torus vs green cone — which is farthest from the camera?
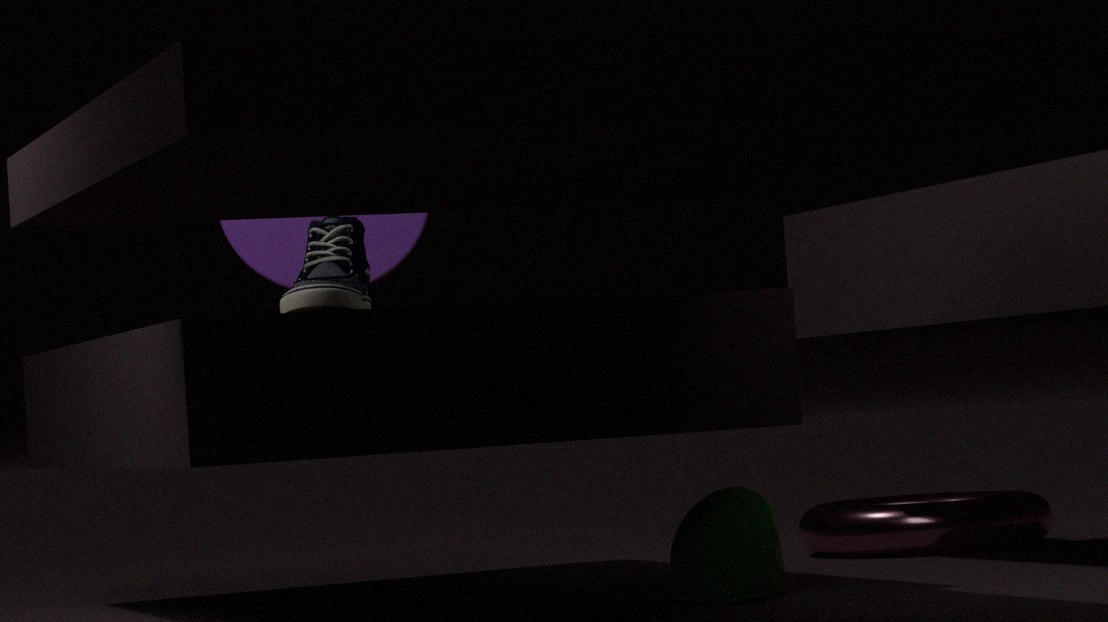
torus
